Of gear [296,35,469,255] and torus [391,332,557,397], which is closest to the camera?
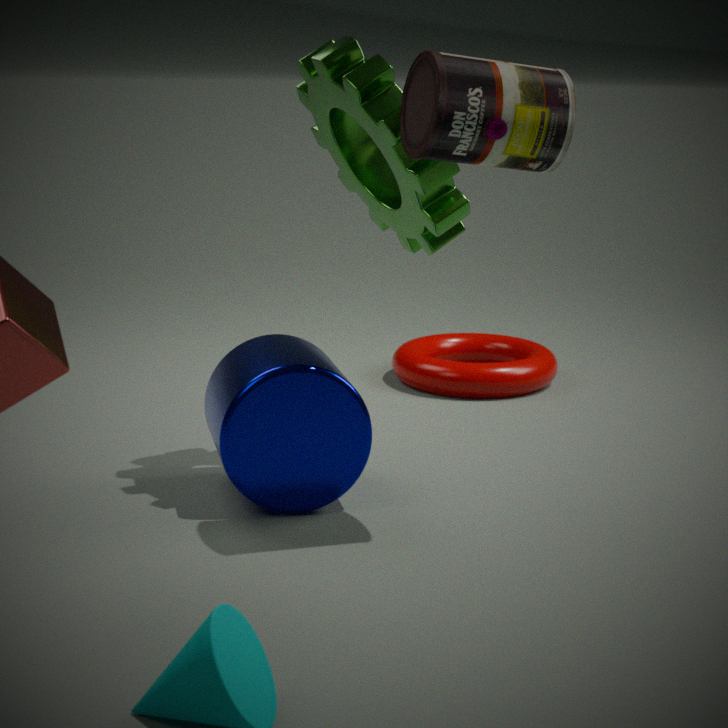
gear [296,35,469,255]
